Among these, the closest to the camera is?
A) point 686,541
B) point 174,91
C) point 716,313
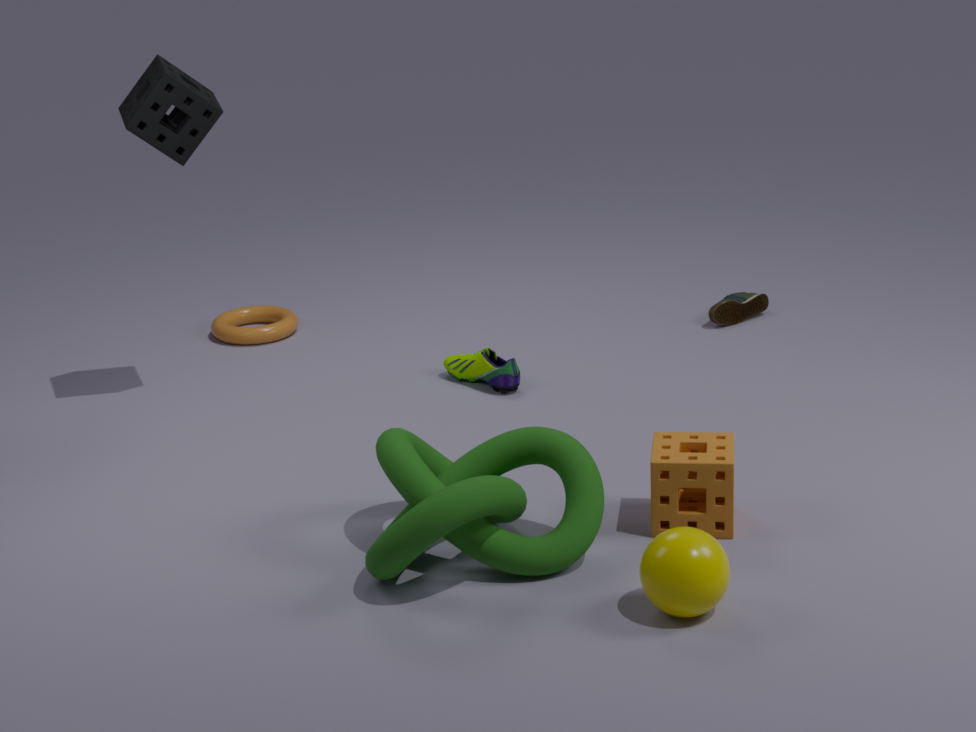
point 686,541
